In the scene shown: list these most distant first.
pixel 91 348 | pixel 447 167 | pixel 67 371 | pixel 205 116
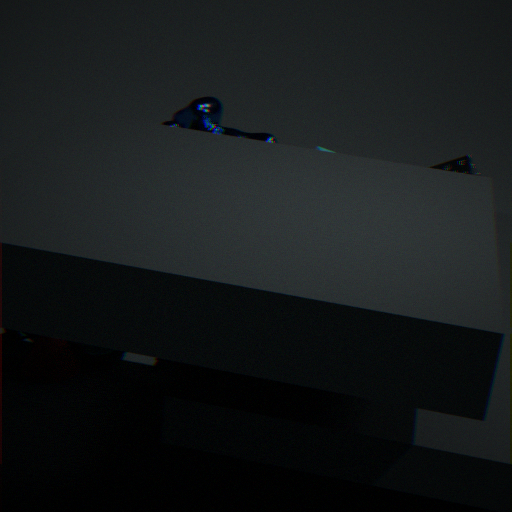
1. pixel 447 167
2. pixel 205 116
3. pixel 91 348
4. pixel 67 371
